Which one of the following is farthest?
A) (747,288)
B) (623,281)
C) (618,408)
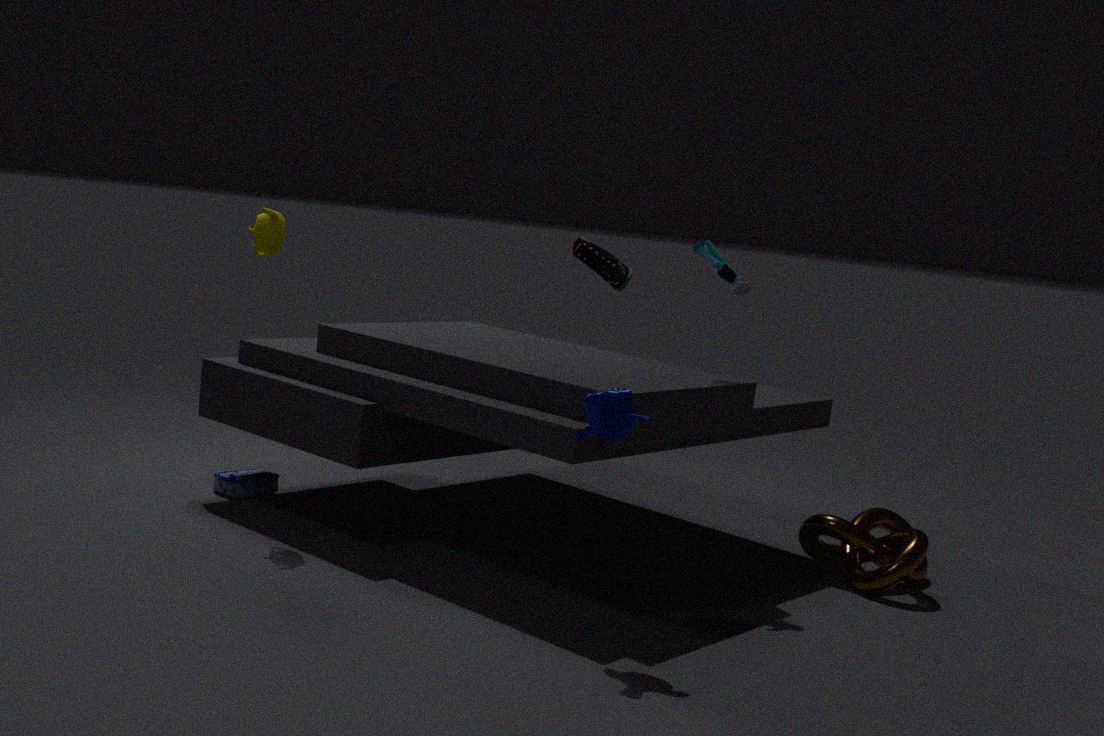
(623,281)
